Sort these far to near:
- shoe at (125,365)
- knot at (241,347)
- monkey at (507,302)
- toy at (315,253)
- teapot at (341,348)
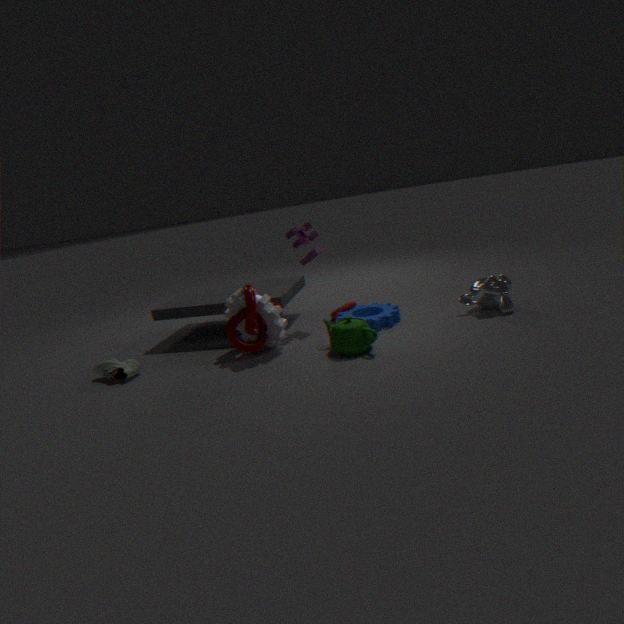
toy at (315,253), monkey at (507,302), shoe at (125,365), knot at (241,347), teapot at (341,348)
